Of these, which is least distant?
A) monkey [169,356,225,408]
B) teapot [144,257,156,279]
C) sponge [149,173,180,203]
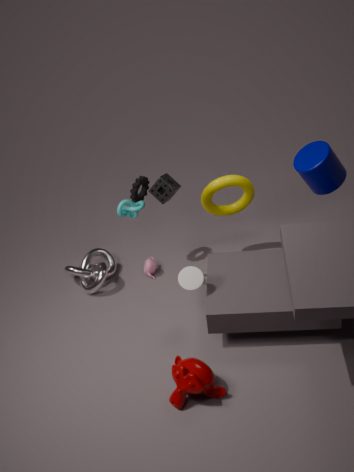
monkey [169,356,225,408]
